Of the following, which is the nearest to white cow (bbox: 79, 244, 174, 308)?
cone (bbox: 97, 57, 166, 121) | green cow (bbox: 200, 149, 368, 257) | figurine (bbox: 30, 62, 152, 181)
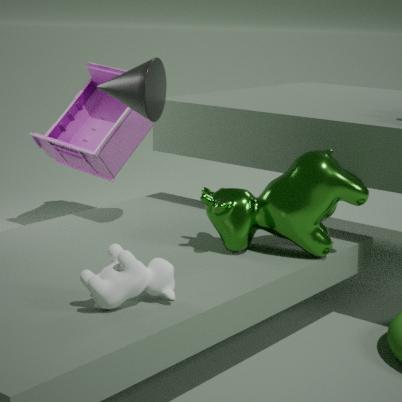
green cow (bbox: 200, 149, 368, 257)
